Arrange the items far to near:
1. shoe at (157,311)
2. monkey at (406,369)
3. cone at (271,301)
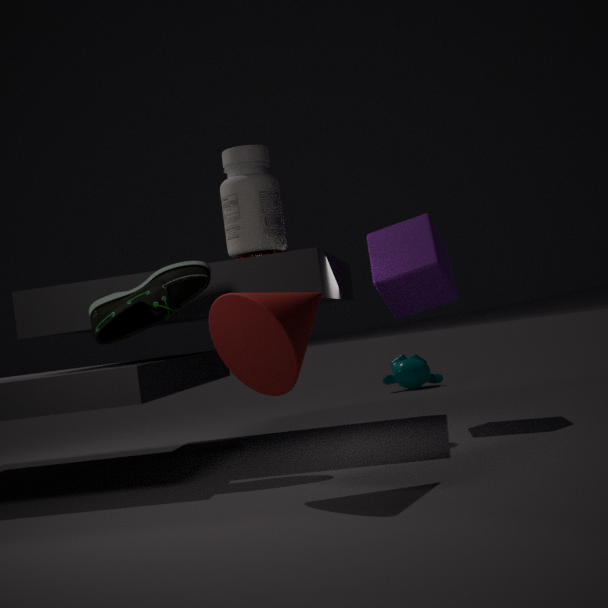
monkey at (406,369) < shoe at (157,311) < cone at (271,301)
